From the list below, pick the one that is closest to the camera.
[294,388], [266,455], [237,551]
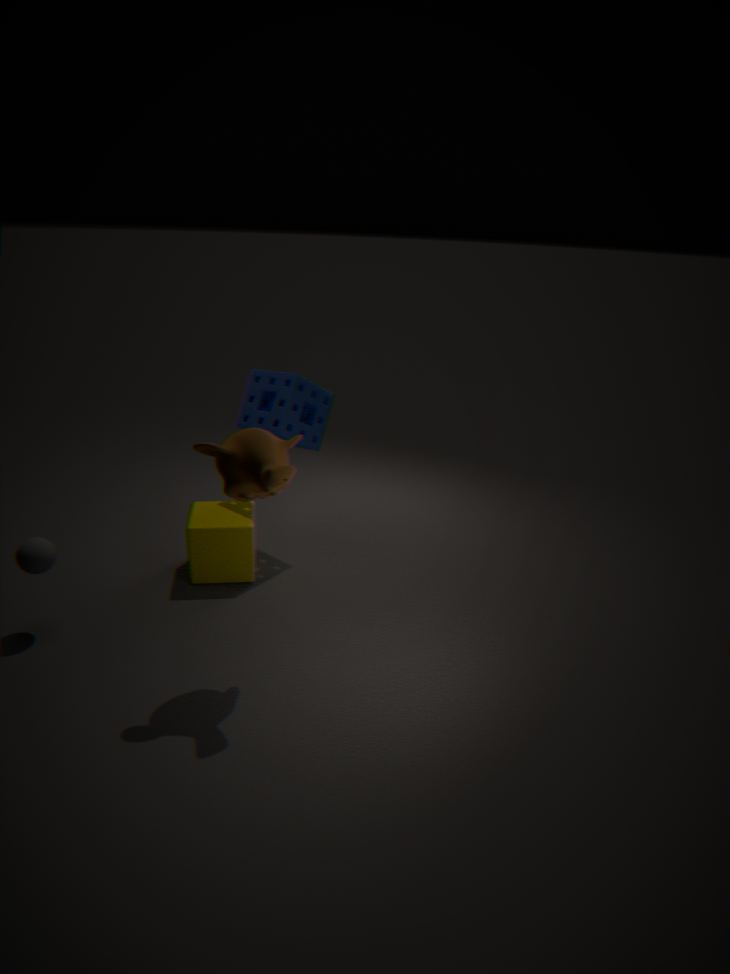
[266,455]
